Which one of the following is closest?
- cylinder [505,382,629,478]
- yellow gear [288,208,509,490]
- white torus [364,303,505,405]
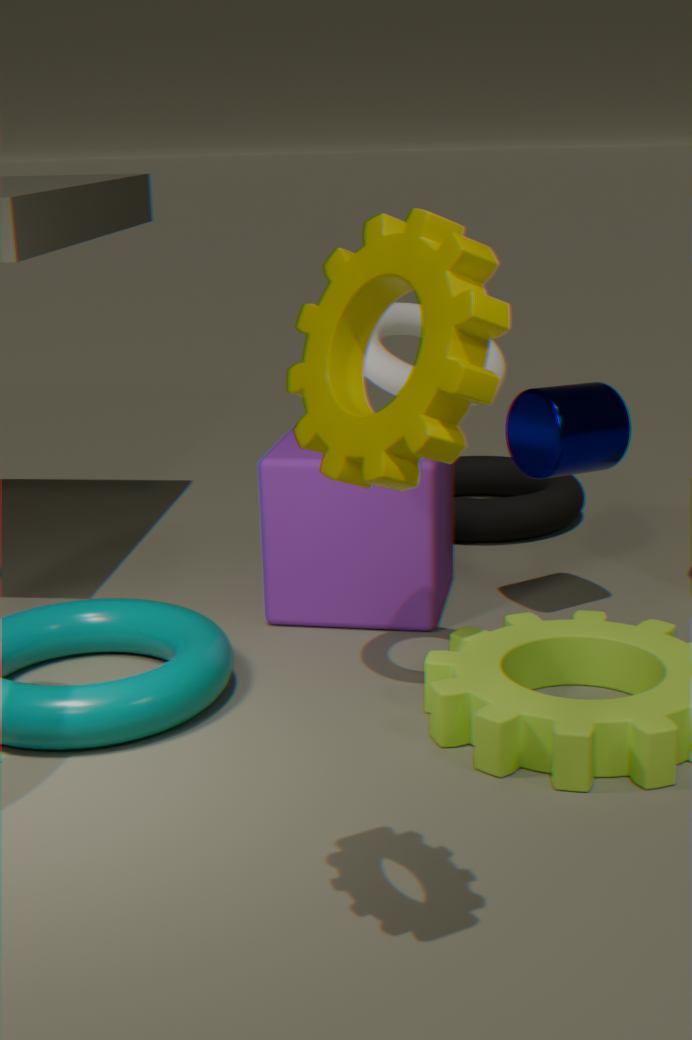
yellow gear [288,208,509,490]
